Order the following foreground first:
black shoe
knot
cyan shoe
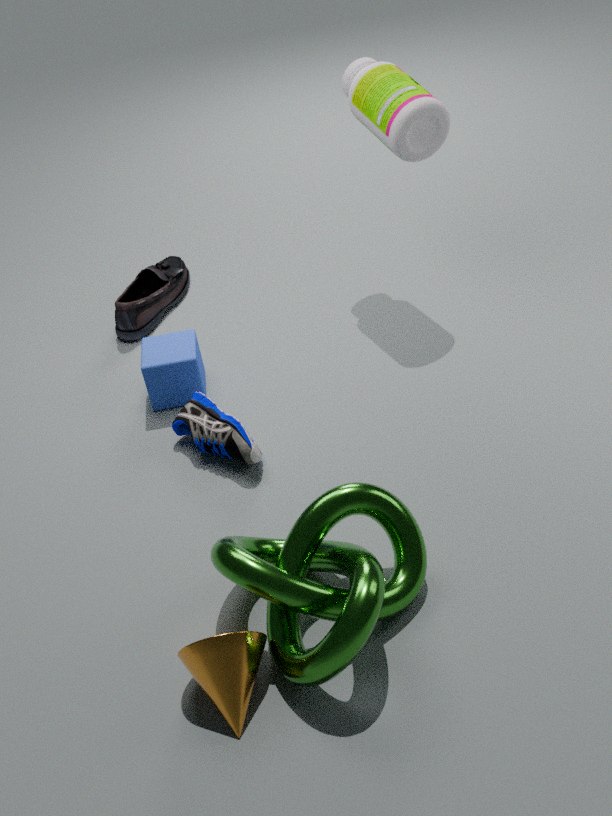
knot < cyan shoe < black shoe
